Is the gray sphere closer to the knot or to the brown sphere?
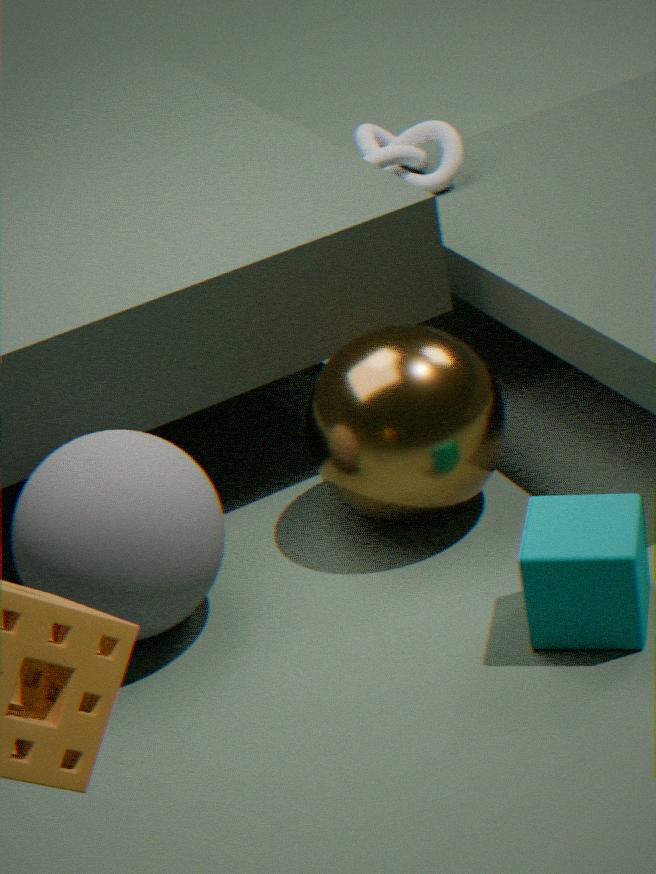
the brown sphere
